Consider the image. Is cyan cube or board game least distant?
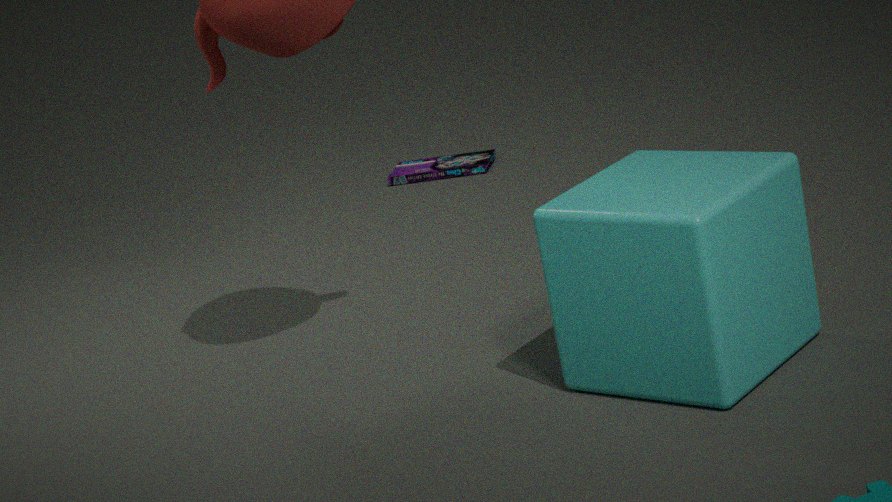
cyan cube
